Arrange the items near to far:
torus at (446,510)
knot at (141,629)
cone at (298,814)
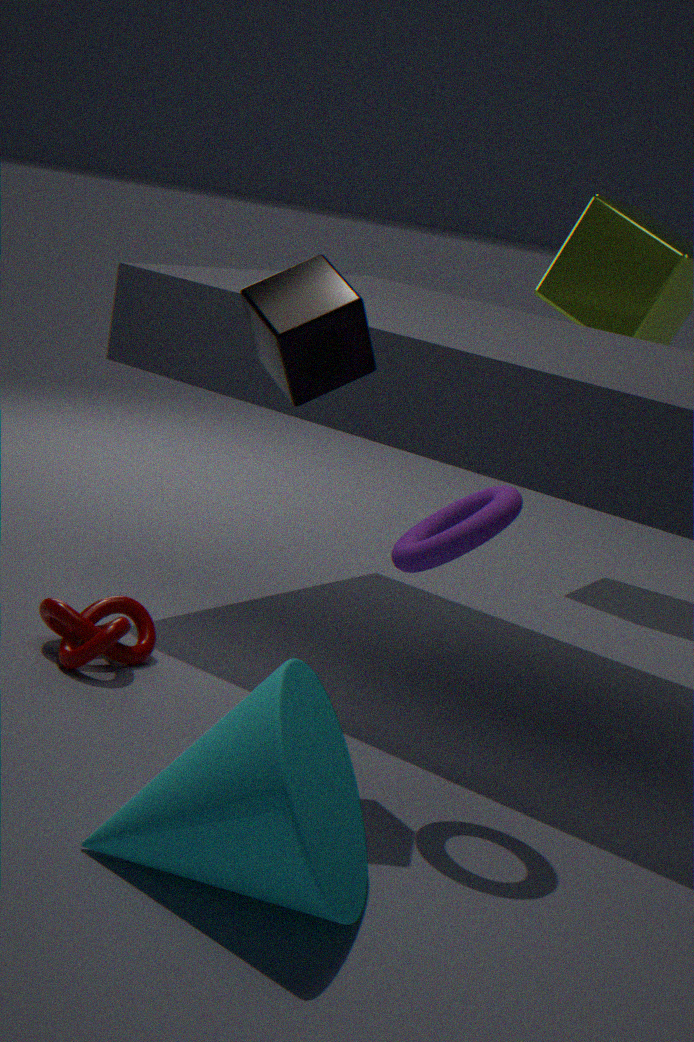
1. cone at (298,814)
2. torus at (446,510)
3. knot at (141,629)
